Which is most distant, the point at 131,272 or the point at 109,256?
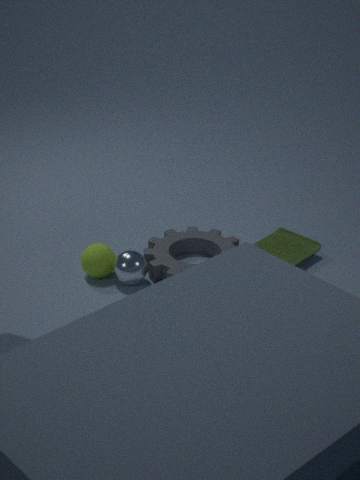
the point at 109,256
